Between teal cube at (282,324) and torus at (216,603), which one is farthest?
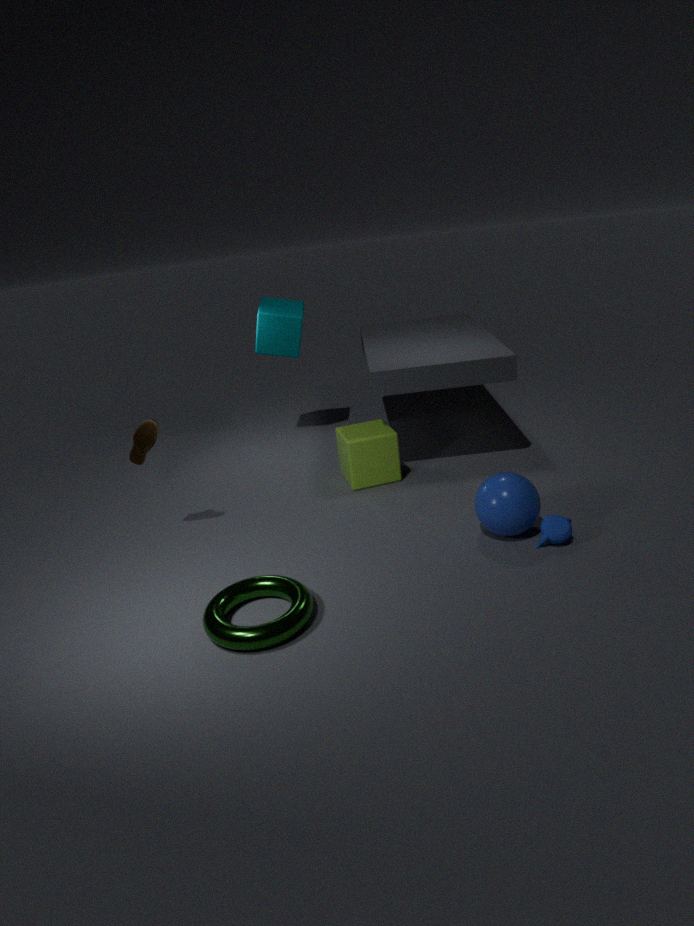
teal cube at (282,324)
